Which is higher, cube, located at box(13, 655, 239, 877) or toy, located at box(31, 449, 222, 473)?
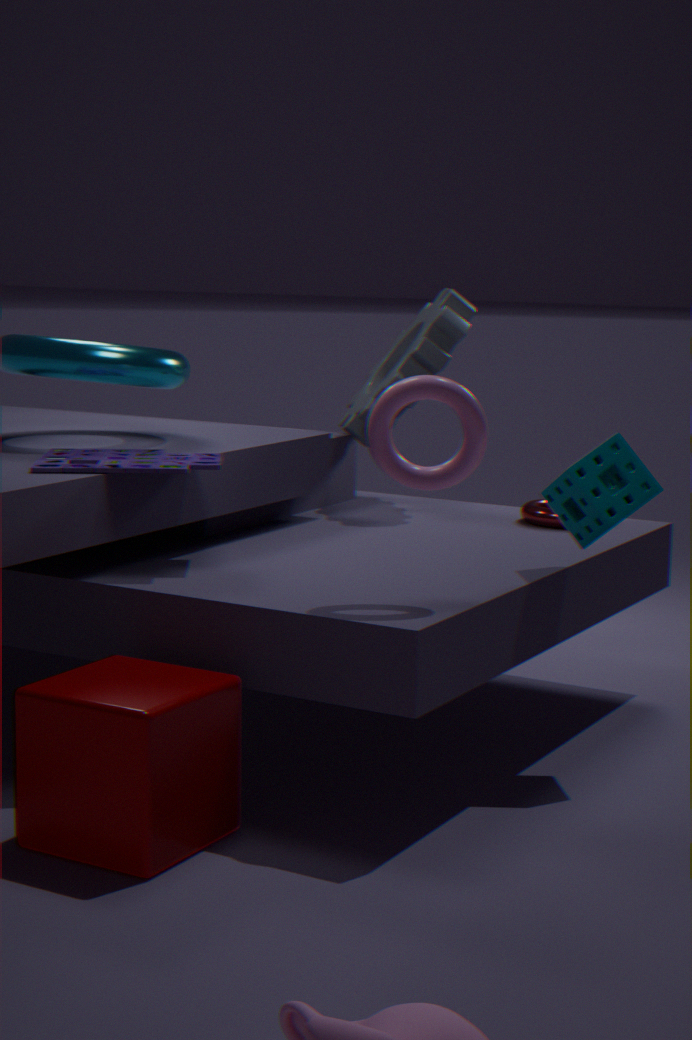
toy, located at box(31, 449, 222, 473)
